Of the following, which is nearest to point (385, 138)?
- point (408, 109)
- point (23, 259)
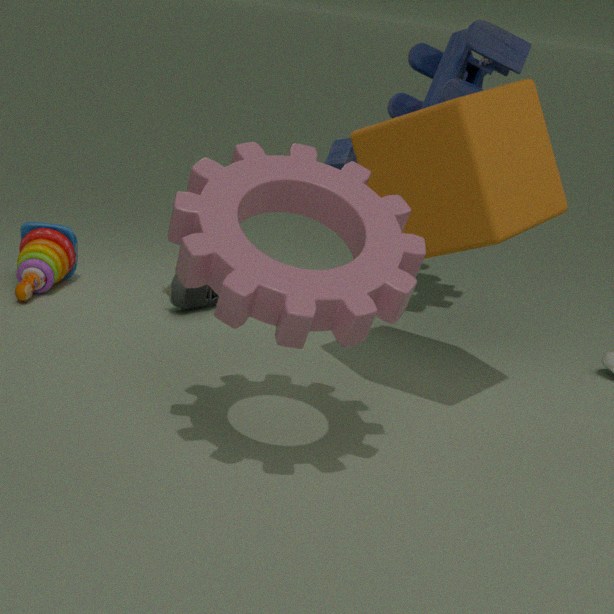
point (408, 109)
